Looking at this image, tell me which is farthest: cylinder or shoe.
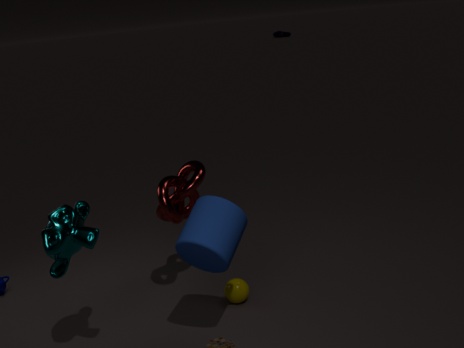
shoe
